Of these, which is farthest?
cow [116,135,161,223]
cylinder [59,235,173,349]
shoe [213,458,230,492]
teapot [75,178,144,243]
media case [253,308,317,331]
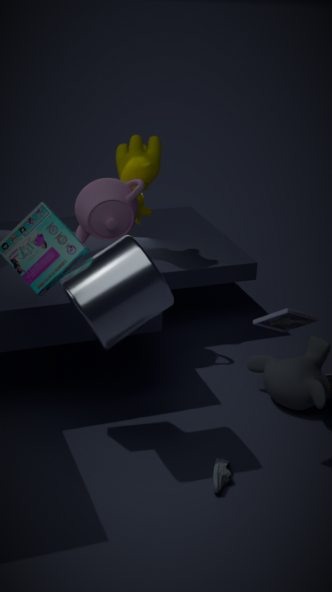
cow [116,135,161,223]
